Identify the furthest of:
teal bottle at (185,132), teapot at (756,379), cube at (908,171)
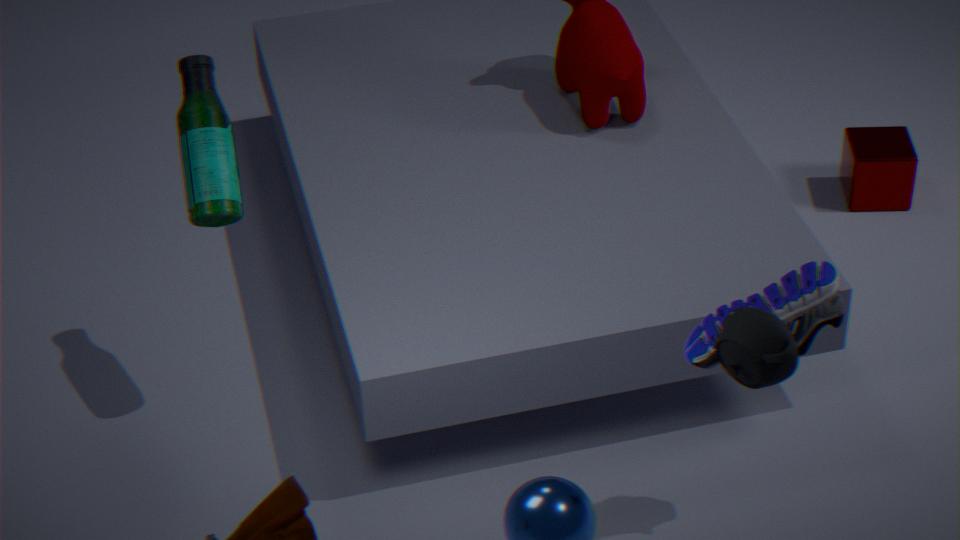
Result: cube at (908,171)
